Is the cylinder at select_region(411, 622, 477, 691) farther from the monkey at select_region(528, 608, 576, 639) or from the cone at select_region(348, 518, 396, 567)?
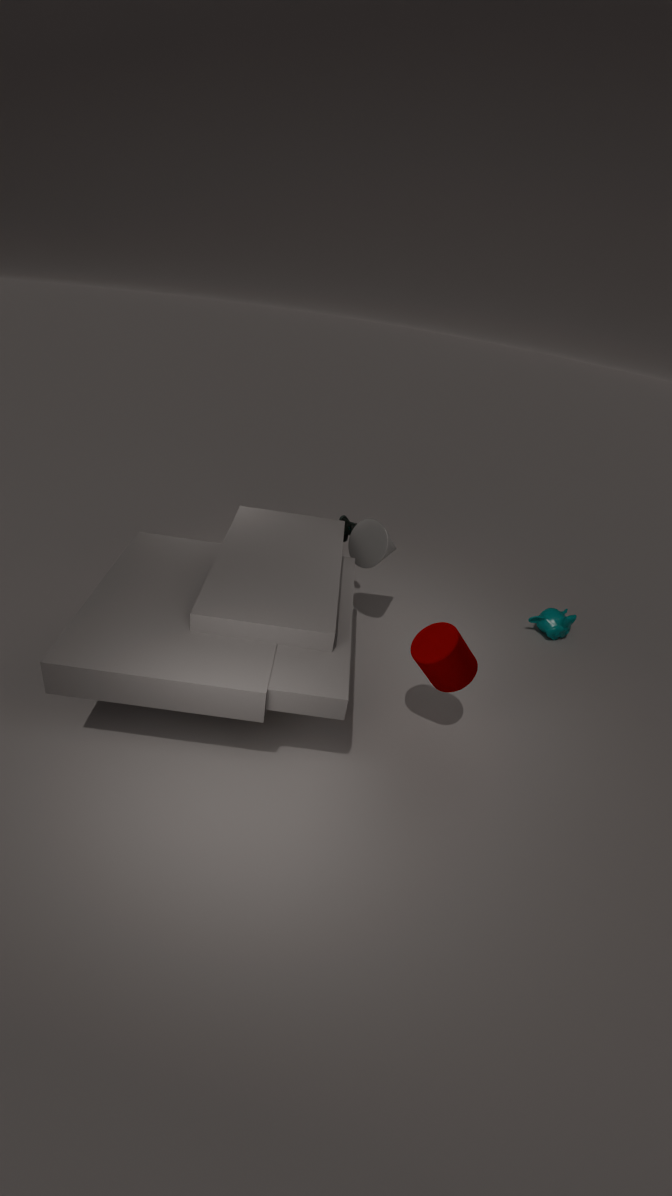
the monkey at select_region(528, 608, 576, 639)
